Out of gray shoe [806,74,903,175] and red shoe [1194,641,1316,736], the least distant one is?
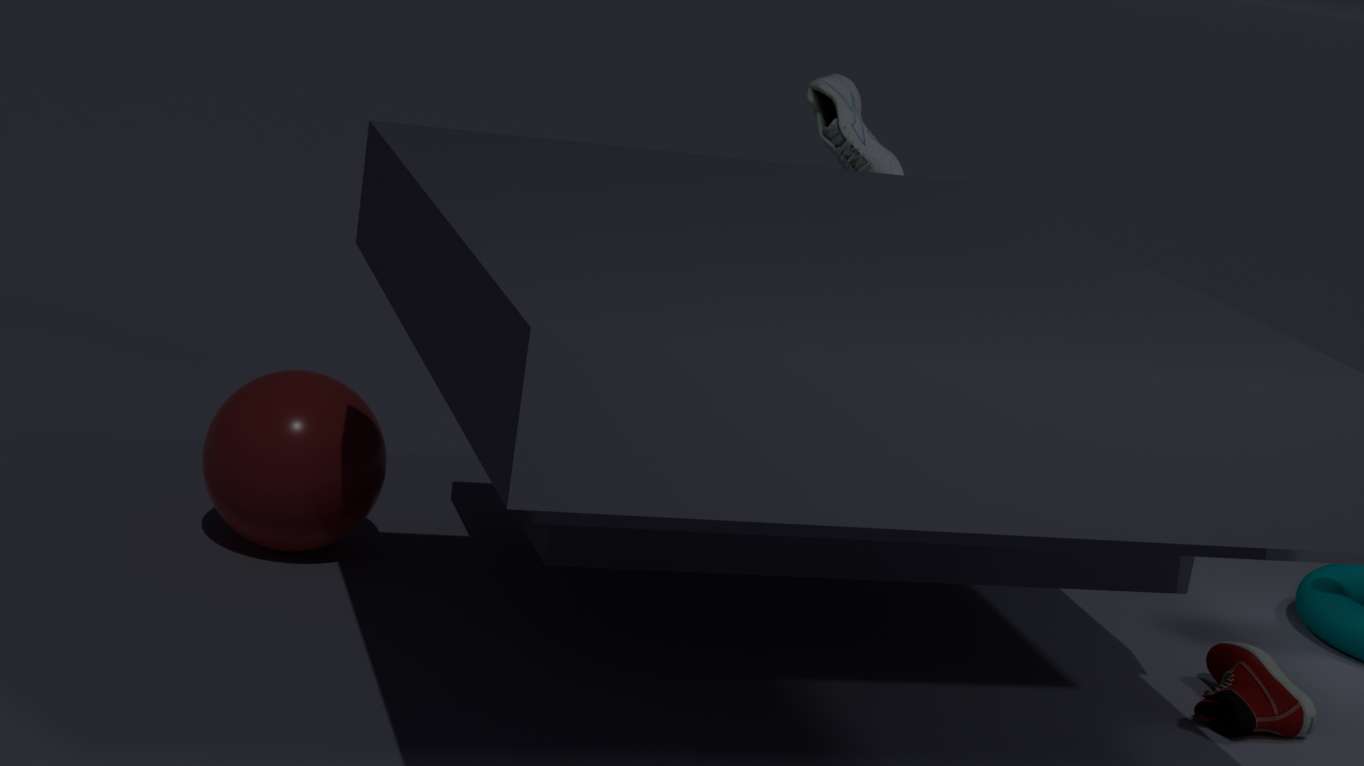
red shoe [1194,641,1316,736]
